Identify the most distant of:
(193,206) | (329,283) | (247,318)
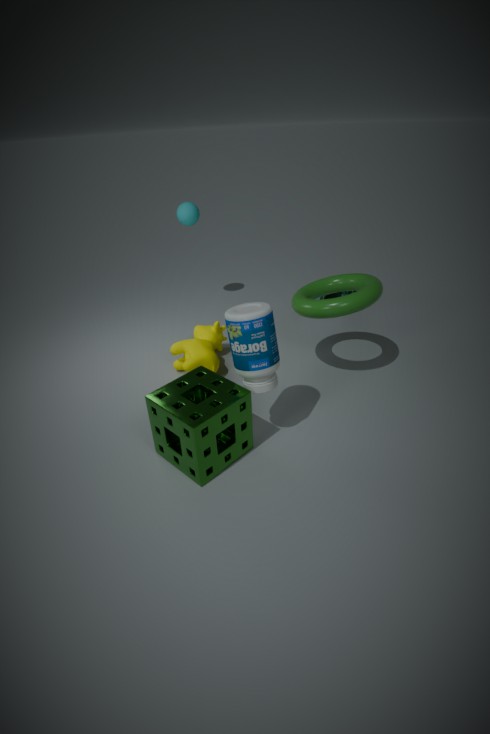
(193,206)
